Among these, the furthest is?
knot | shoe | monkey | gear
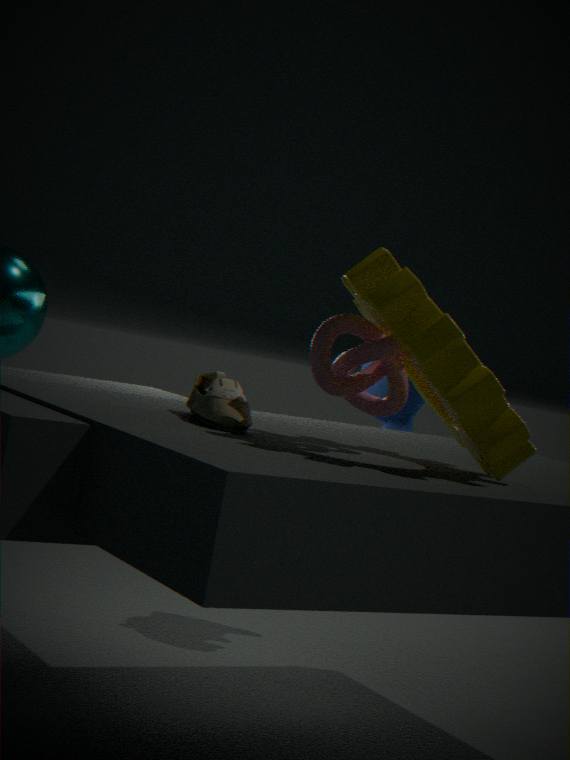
monkey
